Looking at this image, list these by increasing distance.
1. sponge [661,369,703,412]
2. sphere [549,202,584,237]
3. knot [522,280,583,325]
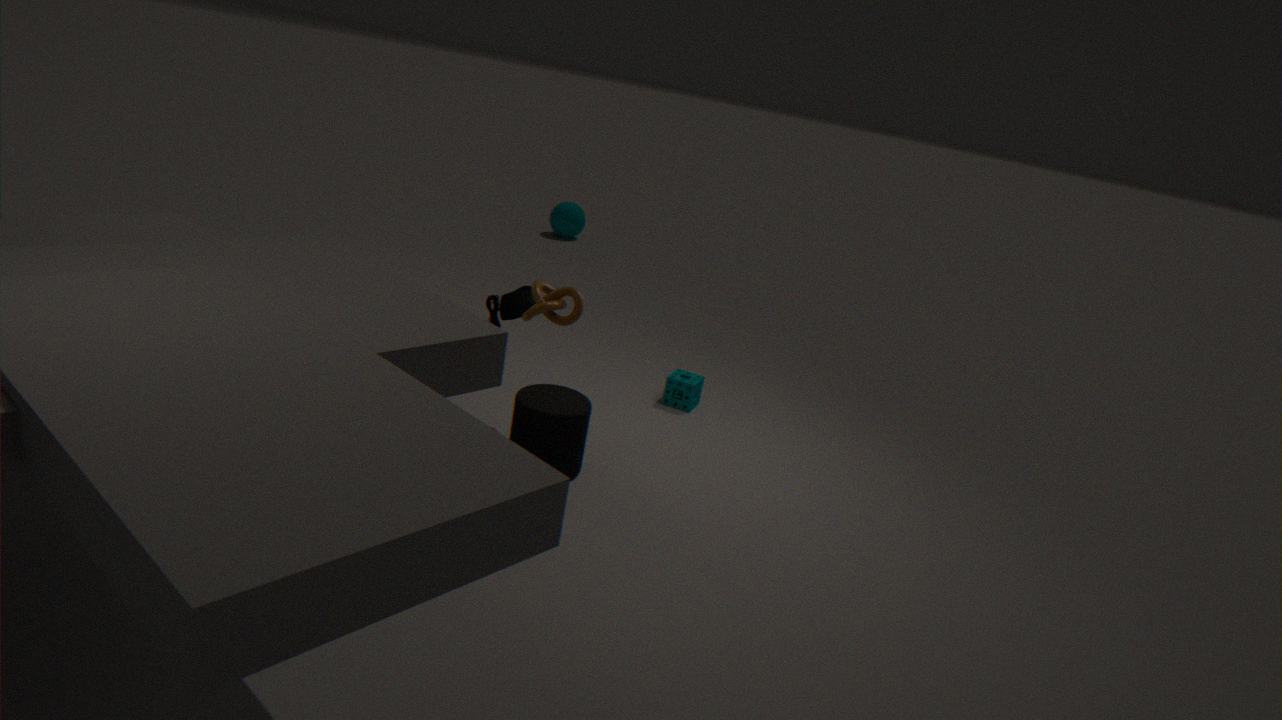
1. knot [522,280,583,325]
2. sponge [661,369,703,412]
3. sphere [549,202,584,237]
